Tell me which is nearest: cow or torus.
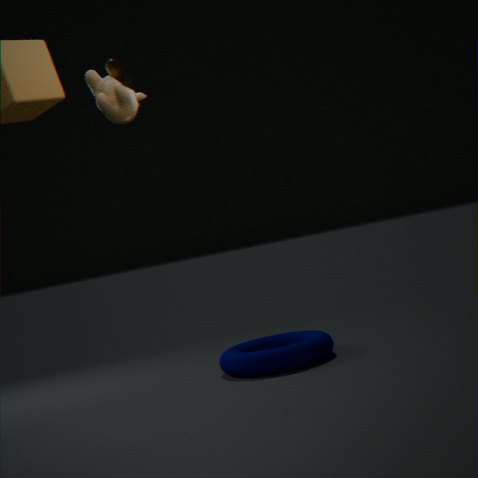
cow
